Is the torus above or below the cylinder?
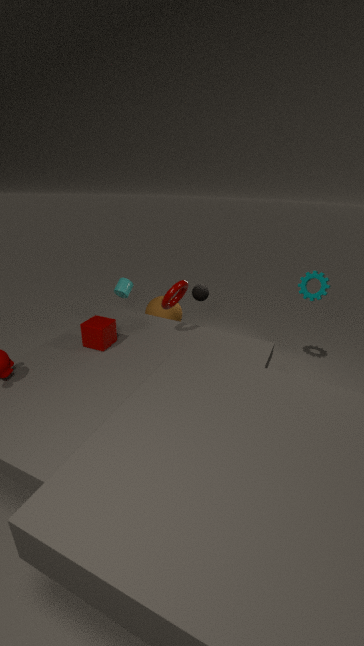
above
